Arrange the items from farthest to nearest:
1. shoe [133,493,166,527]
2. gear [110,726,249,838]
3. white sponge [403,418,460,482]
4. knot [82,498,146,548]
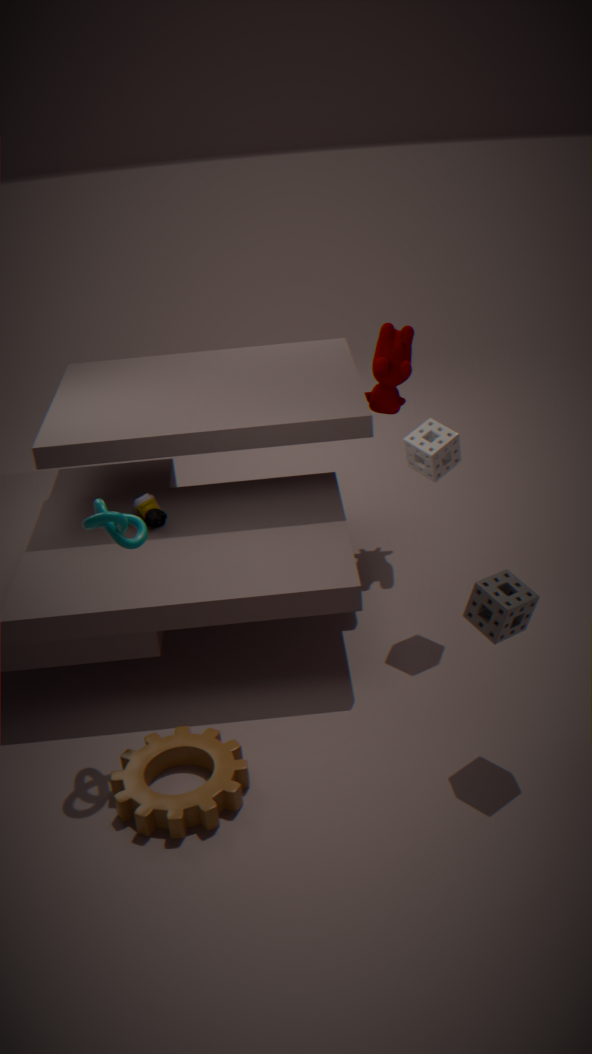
shoe [133,493,166,527]
white sponge [403,418,460,482]
knot [82,498,146,548]
gear [110,726,249,838]
